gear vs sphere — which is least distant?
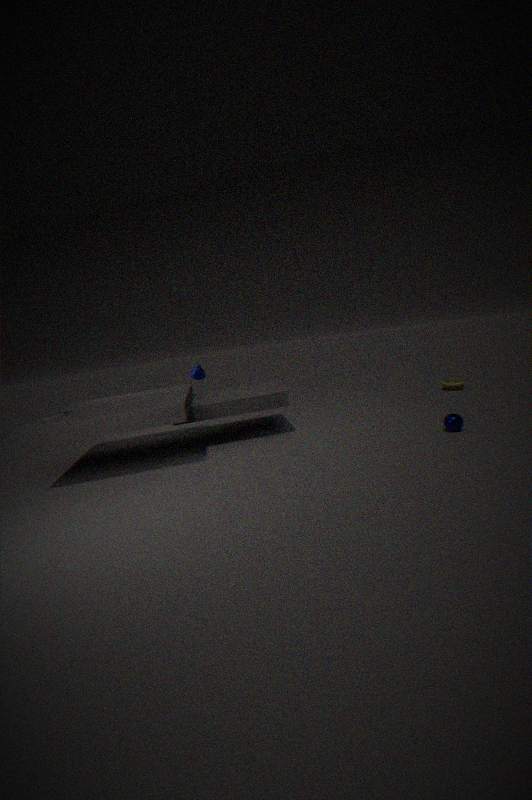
gear
